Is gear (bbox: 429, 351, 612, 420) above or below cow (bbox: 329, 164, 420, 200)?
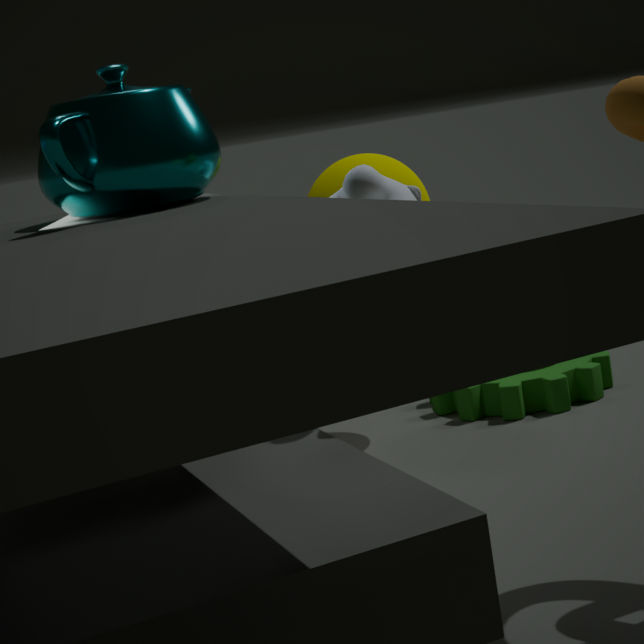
below
